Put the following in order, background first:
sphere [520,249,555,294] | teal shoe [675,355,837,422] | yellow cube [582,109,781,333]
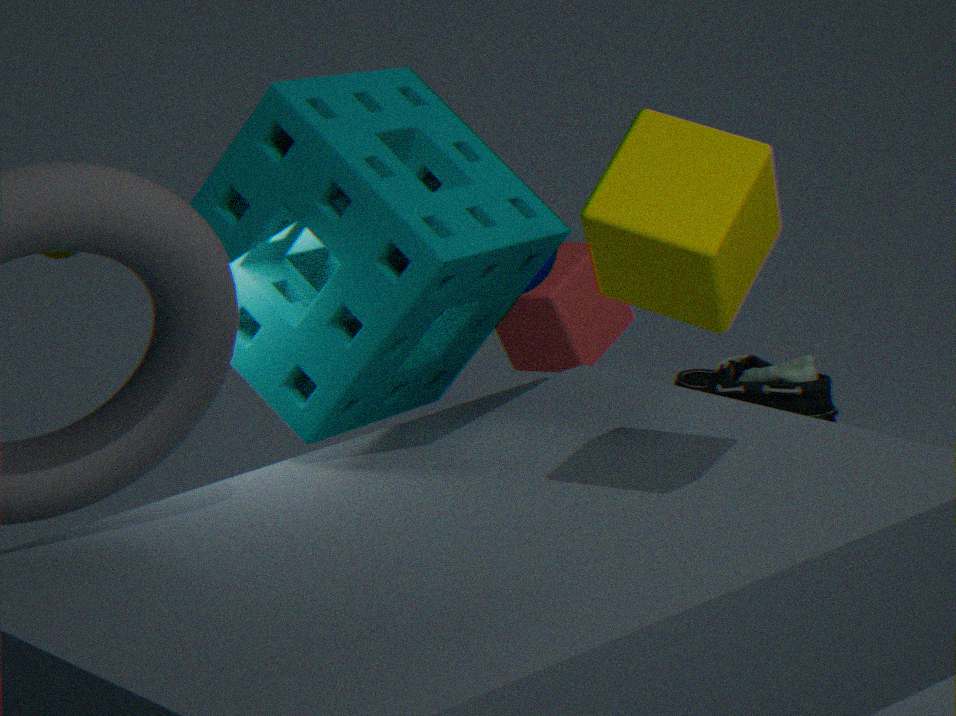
teal shoe [675,355,837,422]
sphere [520,249,555,294]
yellow cube [582,109,781,333]
